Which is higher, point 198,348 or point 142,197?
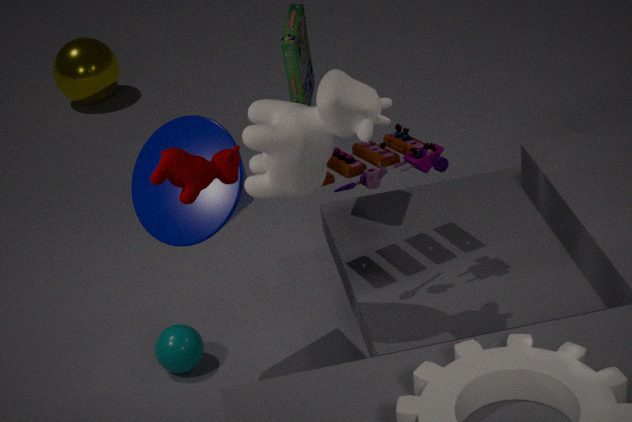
point 142,197
